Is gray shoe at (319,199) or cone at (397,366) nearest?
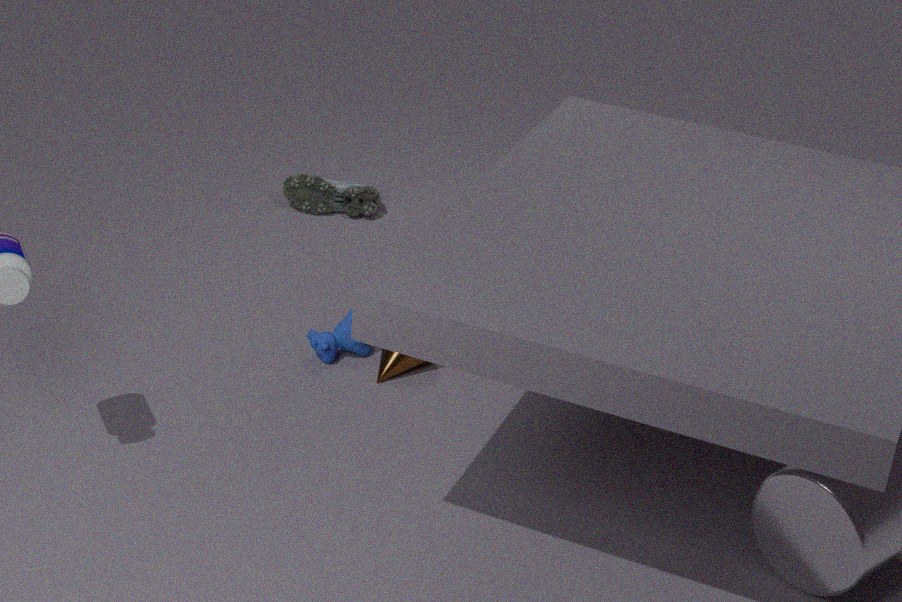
cone at (397,366)
